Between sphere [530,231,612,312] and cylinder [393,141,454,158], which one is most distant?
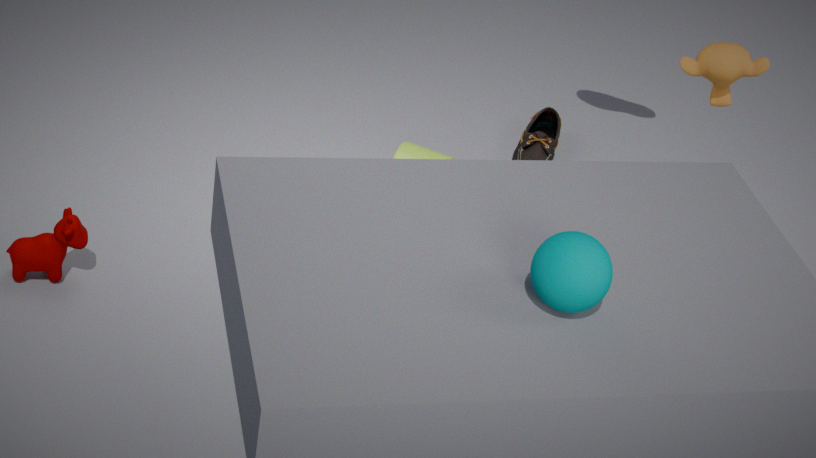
cylinder [393,141,454,158]
